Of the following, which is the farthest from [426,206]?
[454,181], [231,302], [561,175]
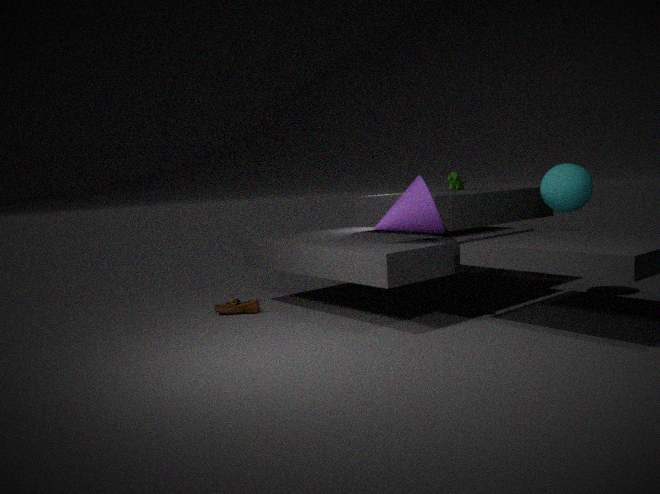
[231,302]
